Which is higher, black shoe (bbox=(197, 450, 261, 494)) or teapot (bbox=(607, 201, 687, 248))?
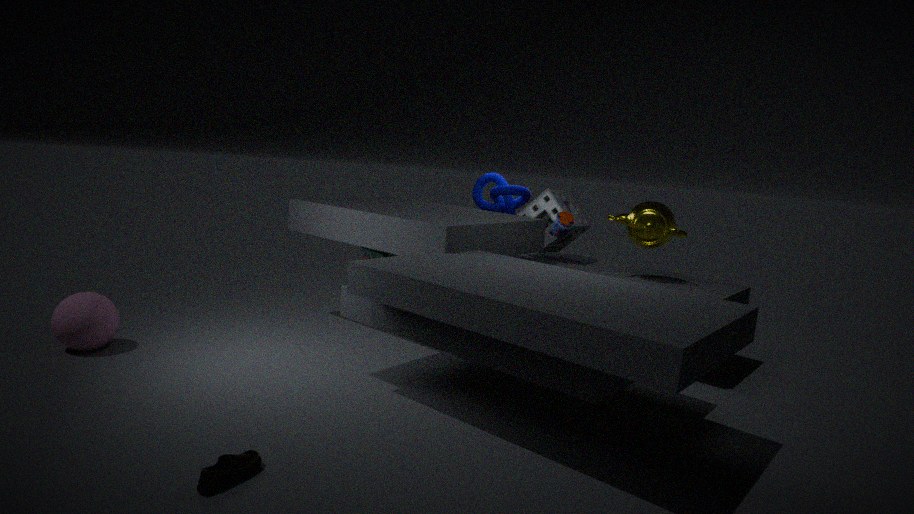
teapot (bbox=(607, 201, 687, 248))
